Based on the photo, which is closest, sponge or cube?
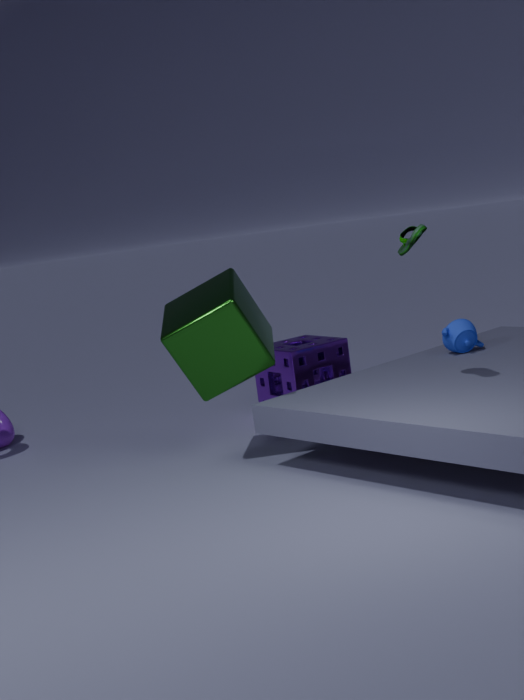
cube
